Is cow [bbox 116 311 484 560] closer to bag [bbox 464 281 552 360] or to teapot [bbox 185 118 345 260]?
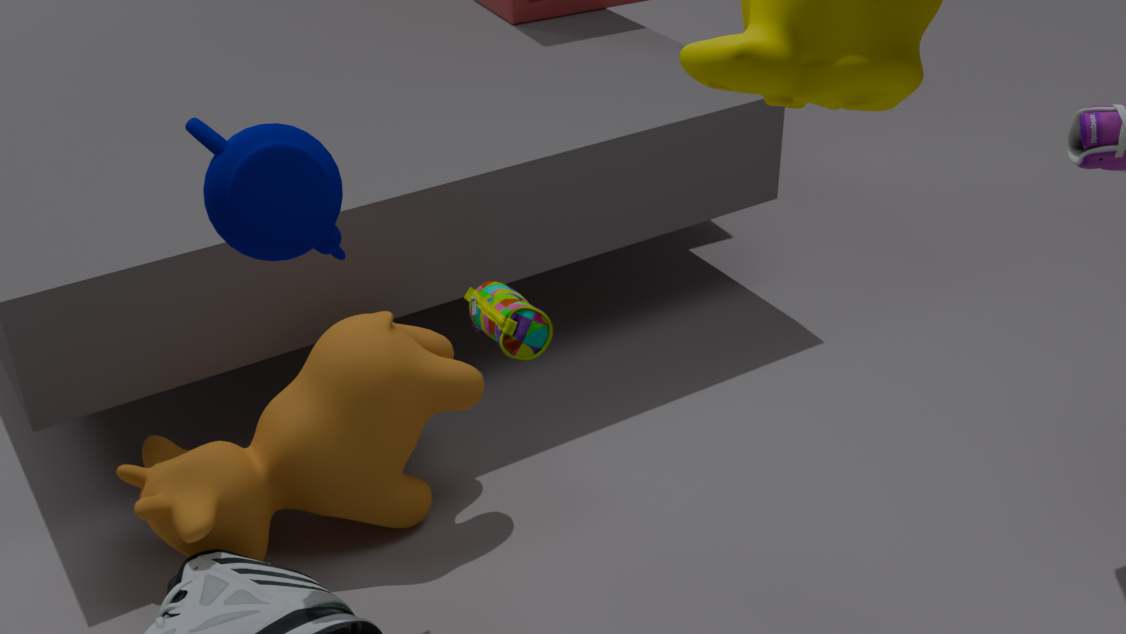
teapot [bbox 185 118 345 260]
